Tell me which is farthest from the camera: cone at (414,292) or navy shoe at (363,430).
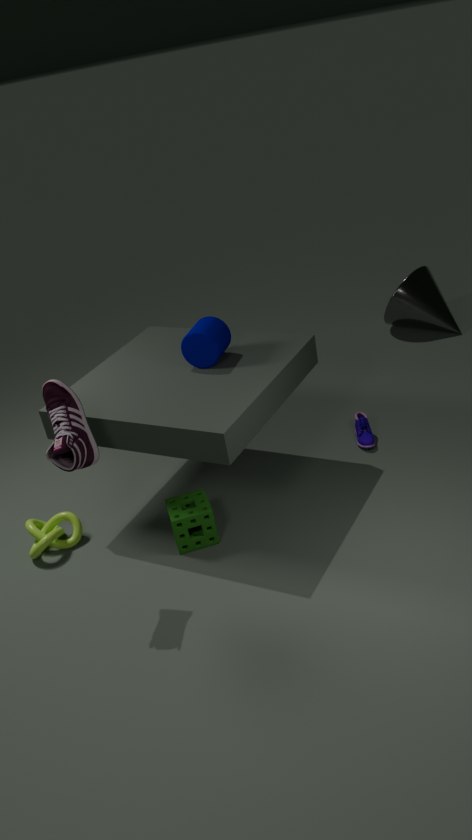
cone at (414,292)
